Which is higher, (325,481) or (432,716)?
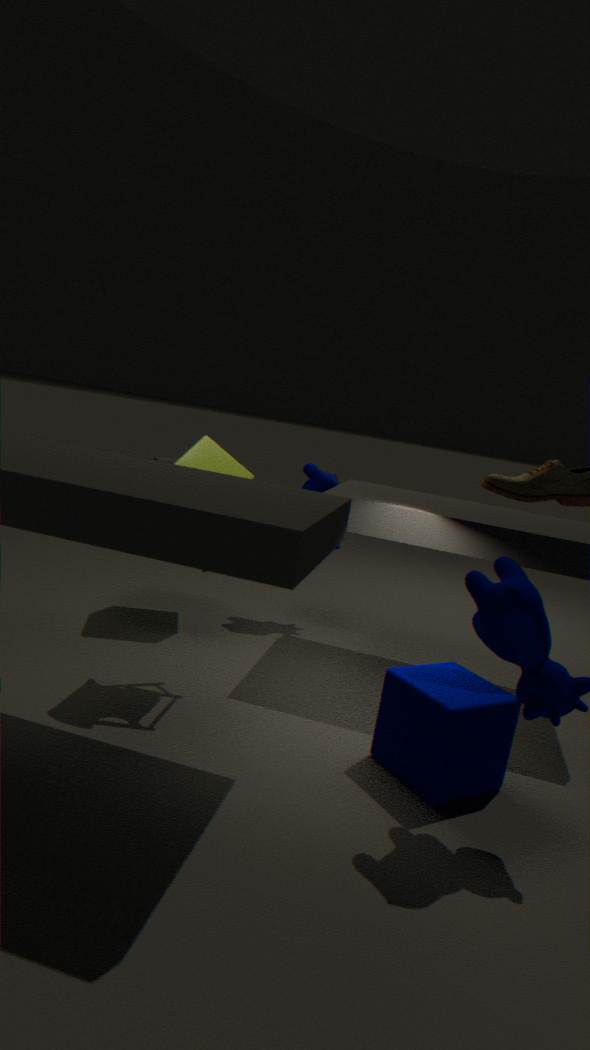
(325,481)
